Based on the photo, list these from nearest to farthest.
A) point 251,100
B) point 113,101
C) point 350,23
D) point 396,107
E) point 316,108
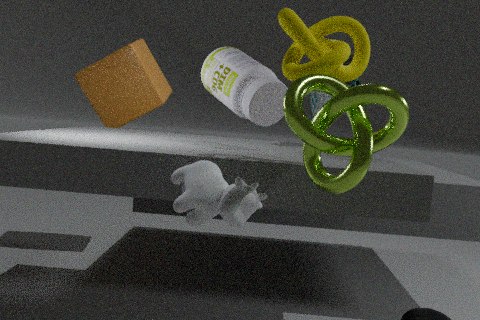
point 396,107 < point 350,23 < point 251,100 < point 316,108 < point 113,101
